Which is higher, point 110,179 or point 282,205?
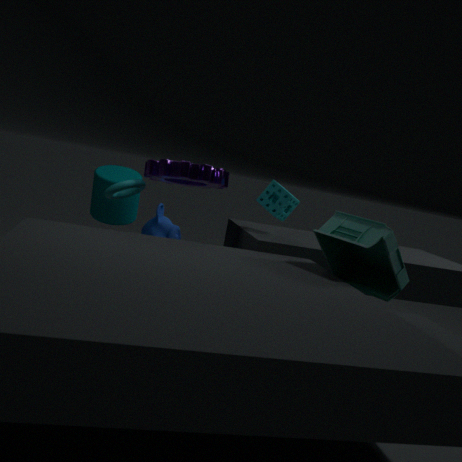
point 282,205
